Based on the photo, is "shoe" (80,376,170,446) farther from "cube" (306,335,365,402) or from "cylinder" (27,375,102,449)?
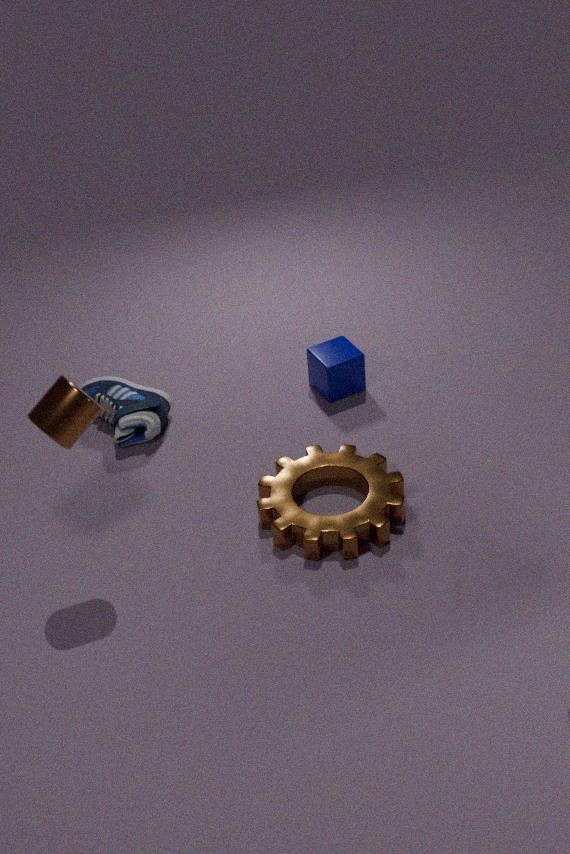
"cylinder" (27,375,102,449)
